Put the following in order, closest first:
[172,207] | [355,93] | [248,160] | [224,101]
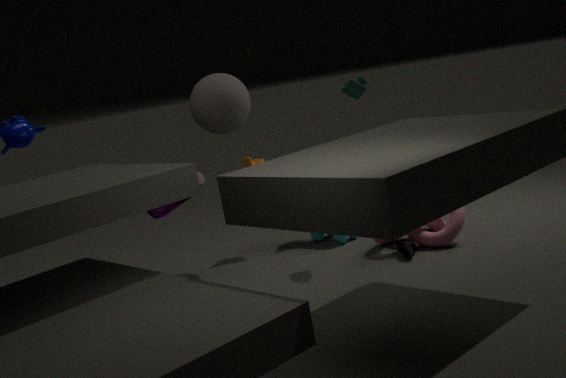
[355,93], [172,207], [224,101], [248,160]
